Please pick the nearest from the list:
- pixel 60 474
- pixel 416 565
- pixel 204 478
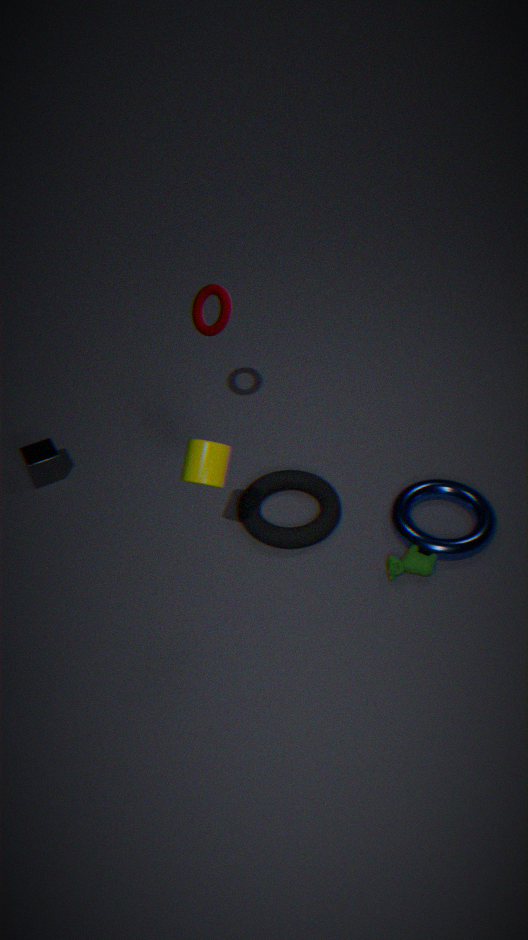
pixel 204 478
